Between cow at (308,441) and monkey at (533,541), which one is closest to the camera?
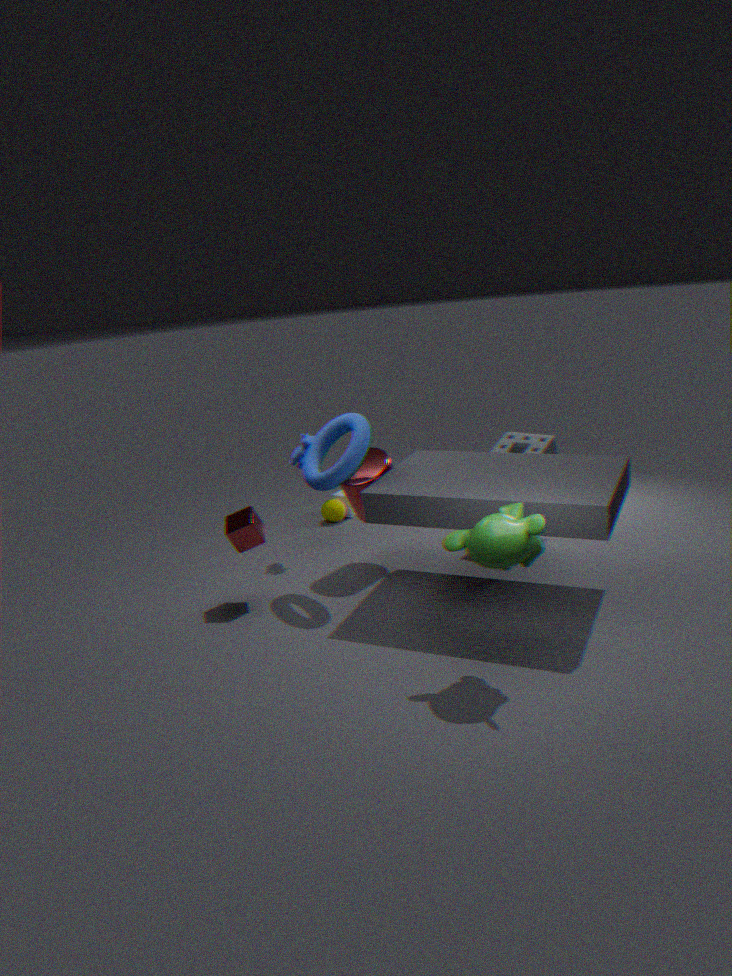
monkey at (533,541)
